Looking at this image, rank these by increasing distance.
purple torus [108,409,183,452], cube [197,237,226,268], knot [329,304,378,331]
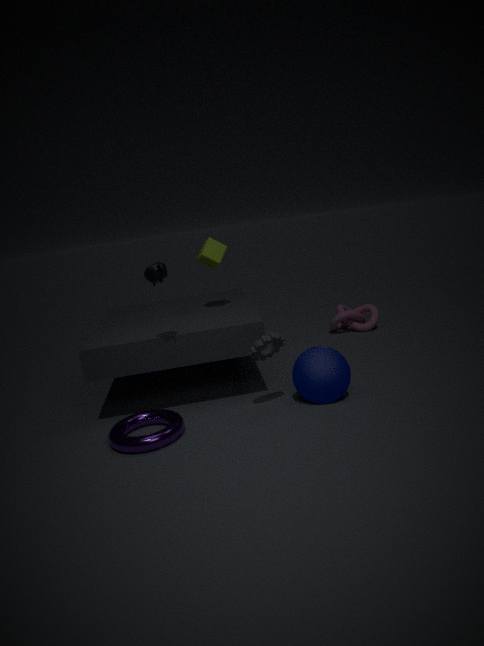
purple torus [108,409,183,452] < cube [197,237,226,268] < knot [329,304,378,331]
